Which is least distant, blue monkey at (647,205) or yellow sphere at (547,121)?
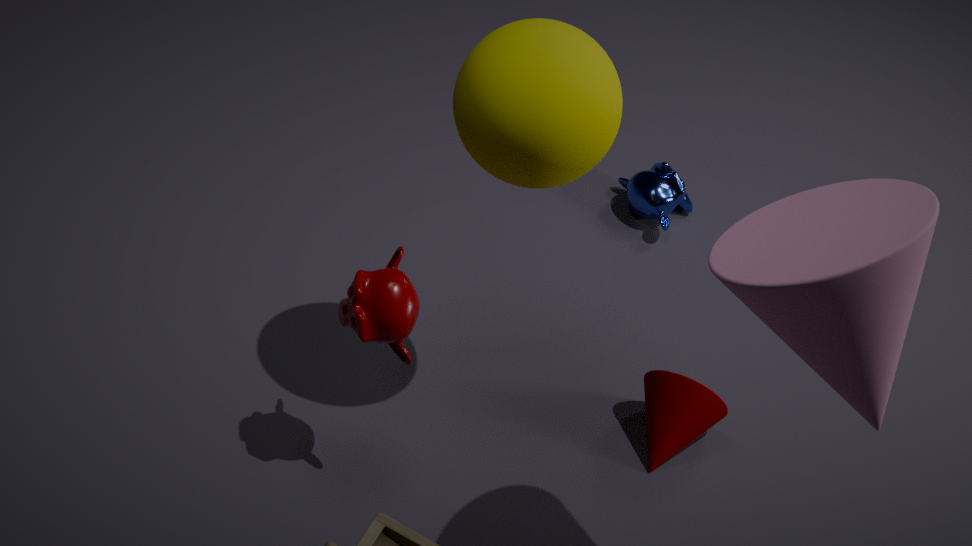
yellow sphere at (547,121)
